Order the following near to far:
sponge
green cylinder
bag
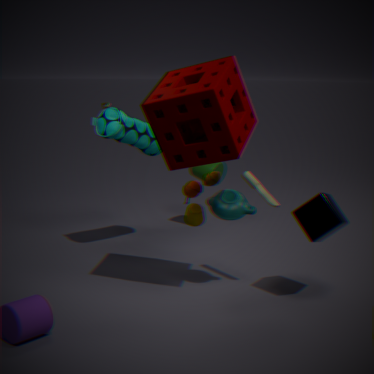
sponge
bag
green cylinder
